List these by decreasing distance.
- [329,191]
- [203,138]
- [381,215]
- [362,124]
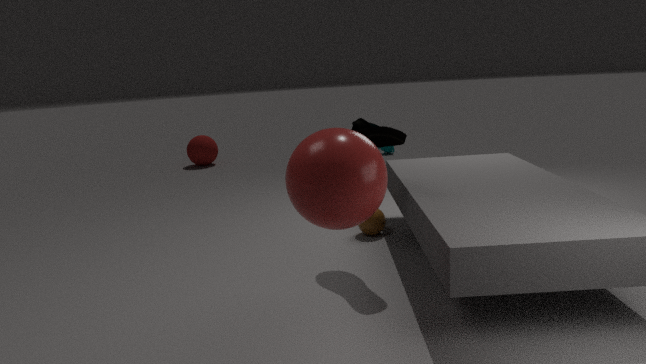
[203,138], [381,215], [362,124], [329,191]
